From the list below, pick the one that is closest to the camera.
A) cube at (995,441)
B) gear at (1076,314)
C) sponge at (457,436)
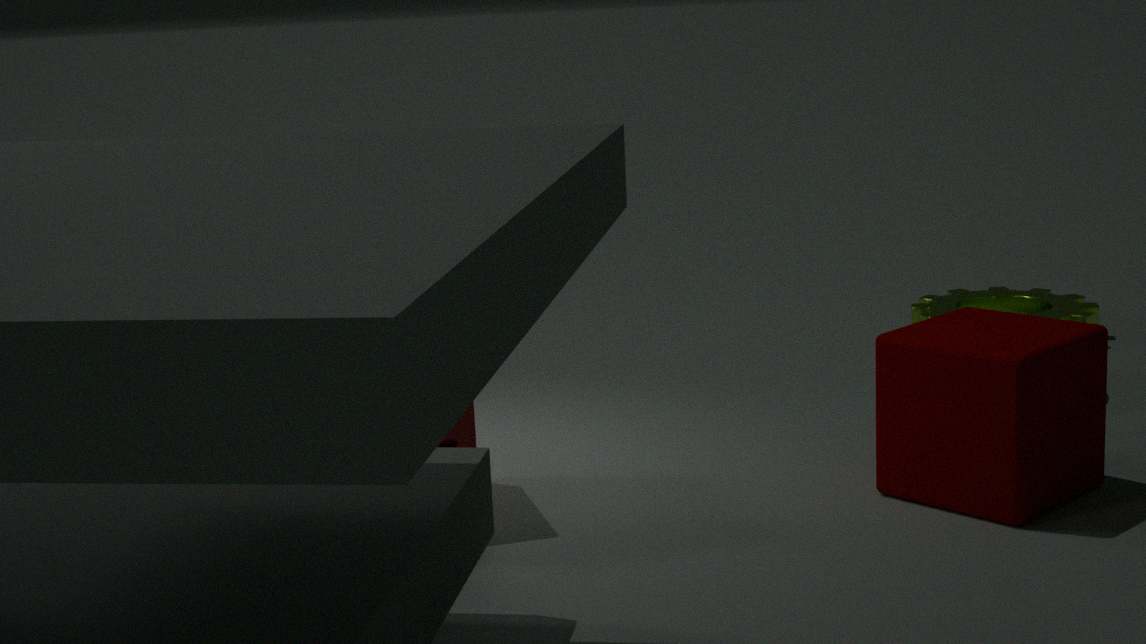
cube at (995,441)
